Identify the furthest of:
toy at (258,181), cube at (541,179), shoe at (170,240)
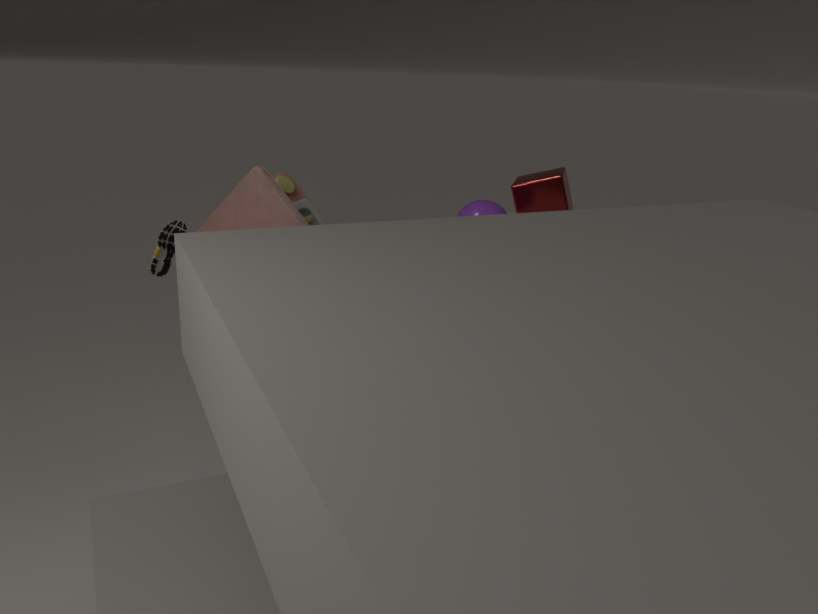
cube at (541,179)
